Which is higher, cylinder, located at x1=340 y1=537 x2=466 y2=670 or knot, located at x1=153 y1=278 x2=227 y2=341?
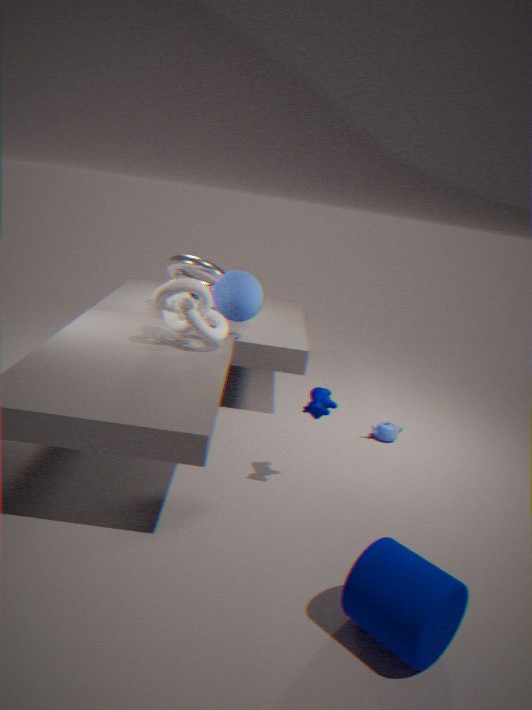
knot, located at x1=153 y1=278 x2=227 y2=341
